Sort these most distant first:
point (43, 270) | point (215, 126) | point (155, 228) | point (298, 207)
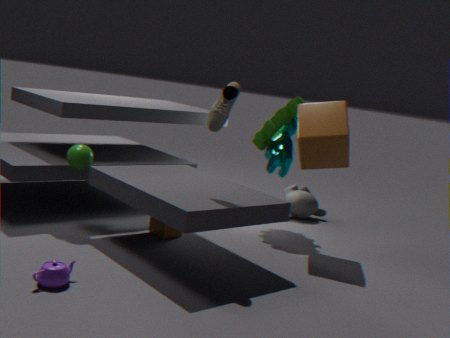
point (298, 207), point (155, 228), point (215, 126), point (43, 270)
